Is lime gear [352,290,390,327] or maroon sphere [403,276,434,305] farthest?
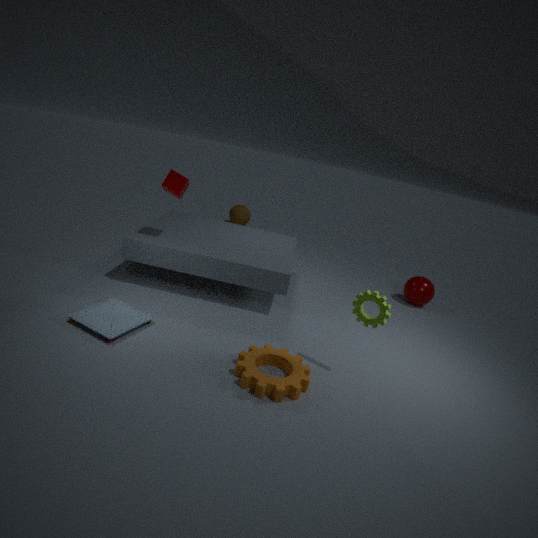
maroon sphere [403,276,434,305]
